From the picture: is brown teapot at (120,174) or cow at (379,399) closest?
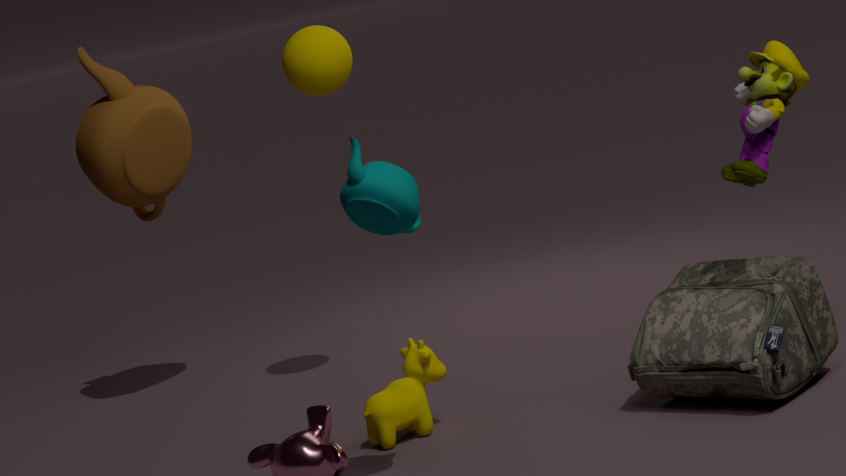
cow at (379,399)
